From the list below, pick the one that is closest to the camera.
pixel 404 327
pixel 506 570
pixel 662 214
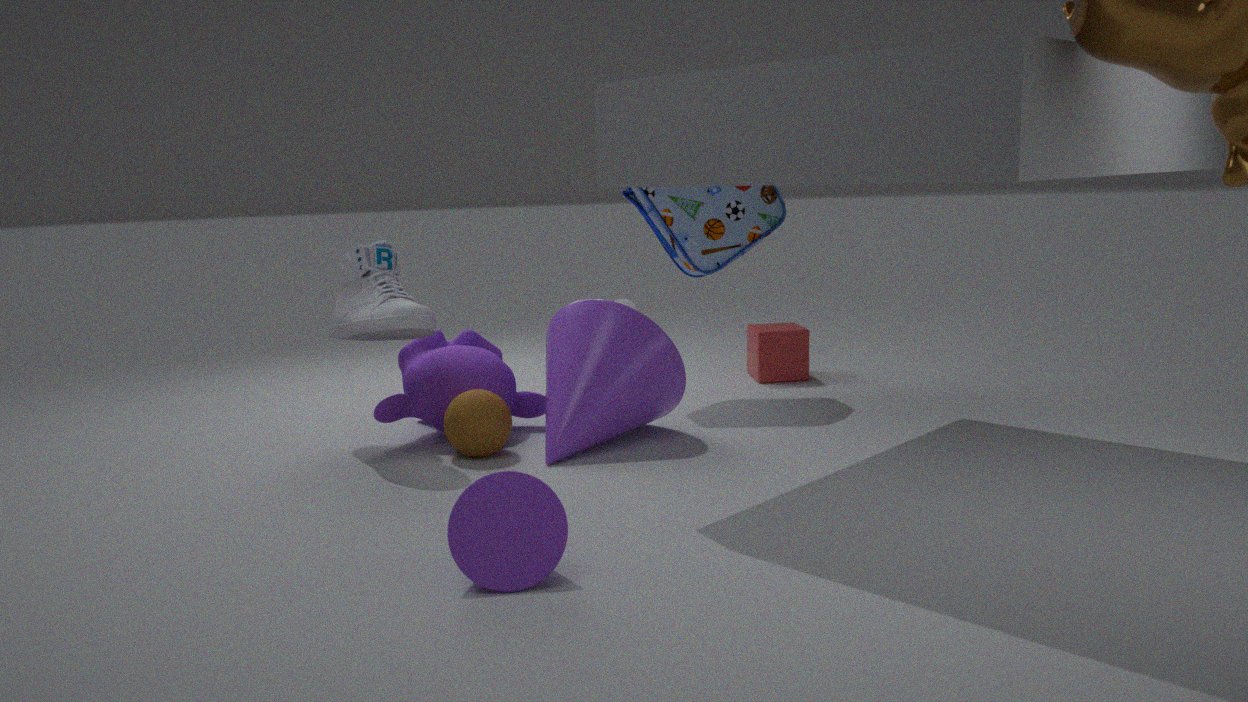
pixel 506 570
